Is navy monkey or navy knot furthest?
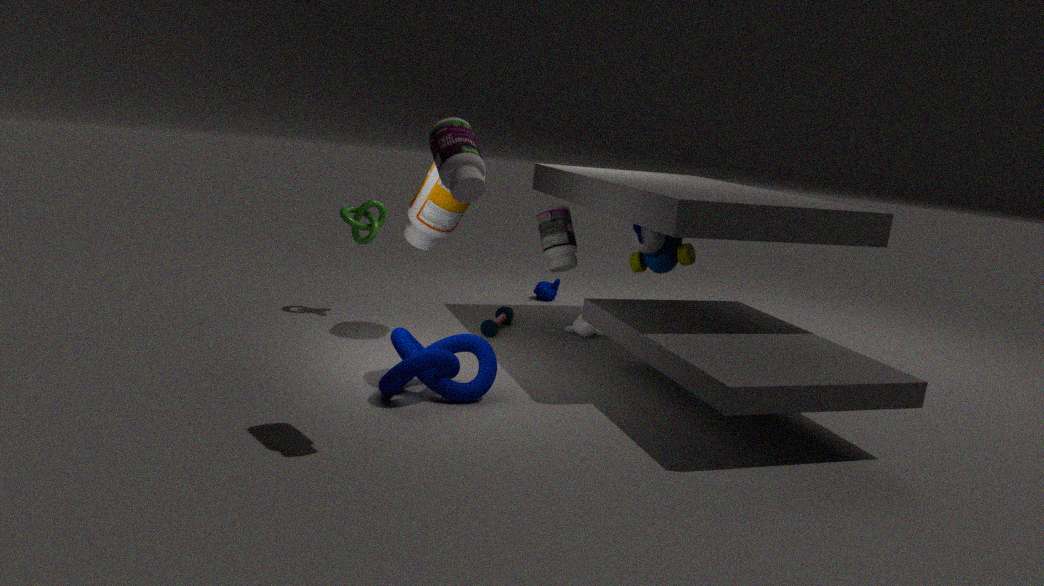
navy monkey
